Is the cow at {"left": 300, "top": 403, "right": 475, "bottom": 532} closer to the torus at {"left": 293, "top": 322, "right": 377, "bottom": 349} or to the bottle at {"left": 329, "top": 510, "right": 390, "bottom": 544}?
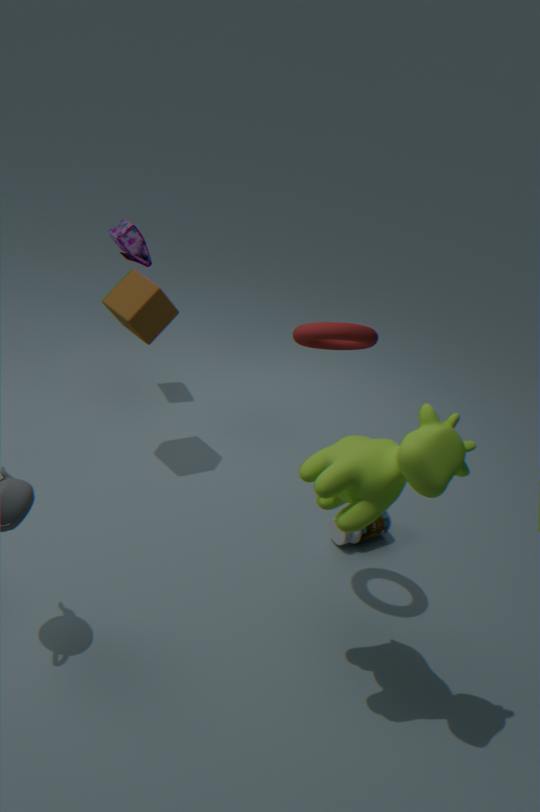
the torus at {"left": 293, "top": 322, "right": 377, "bottom": 349}
